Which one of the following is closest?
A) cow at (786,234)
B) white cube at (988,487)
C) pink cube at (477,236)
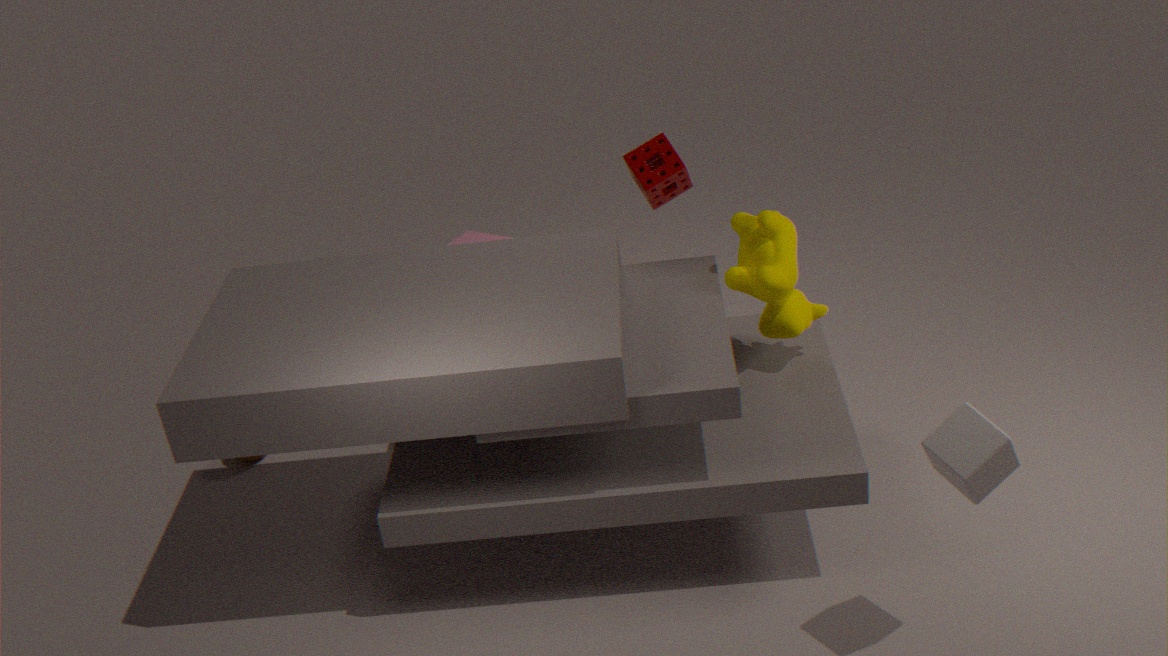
white cube at (988,487)
